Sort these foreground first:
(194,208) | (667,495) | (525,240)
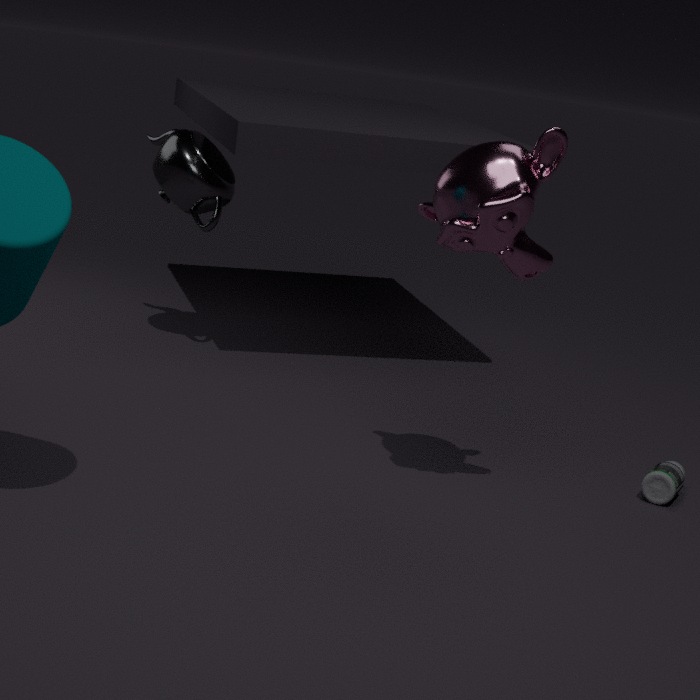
(525,240), (667,495), (194,208)
